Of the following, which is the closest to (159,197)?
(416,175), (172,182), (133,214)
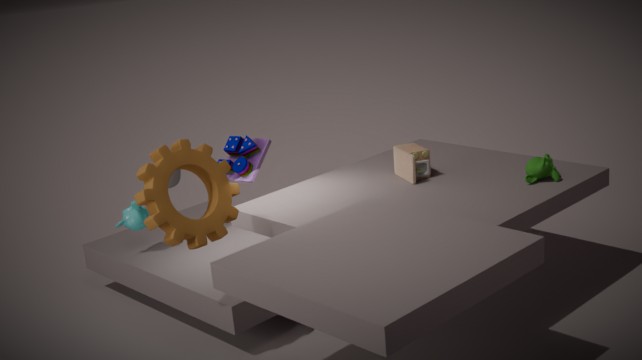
(133,214)
